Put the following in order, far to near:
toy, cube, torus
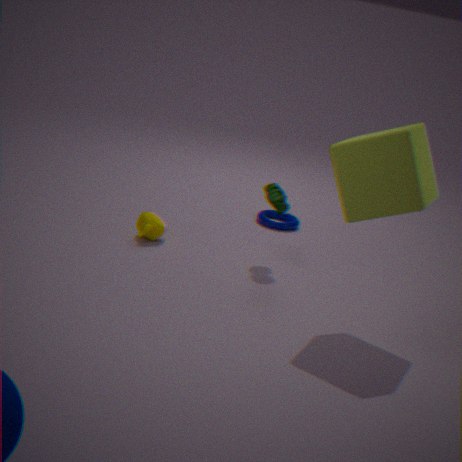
torus, toy, cube
